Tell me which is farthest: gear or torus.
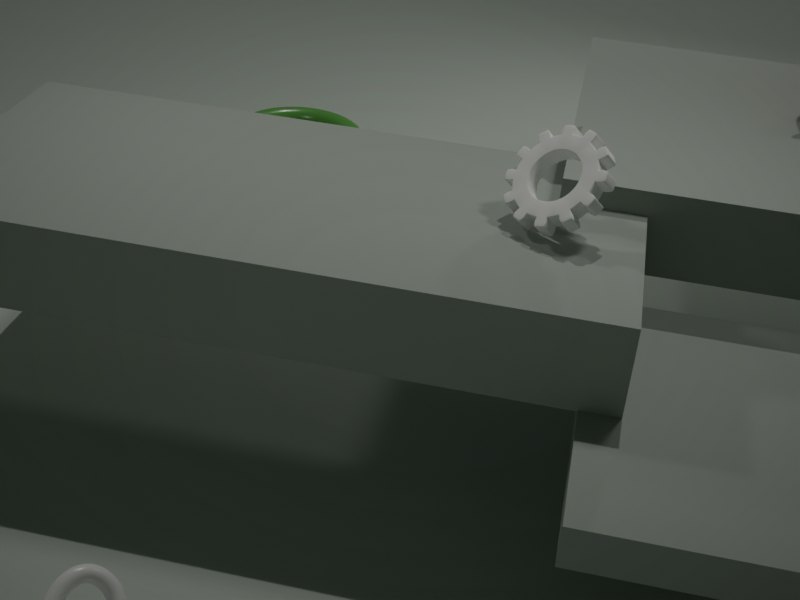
torus
